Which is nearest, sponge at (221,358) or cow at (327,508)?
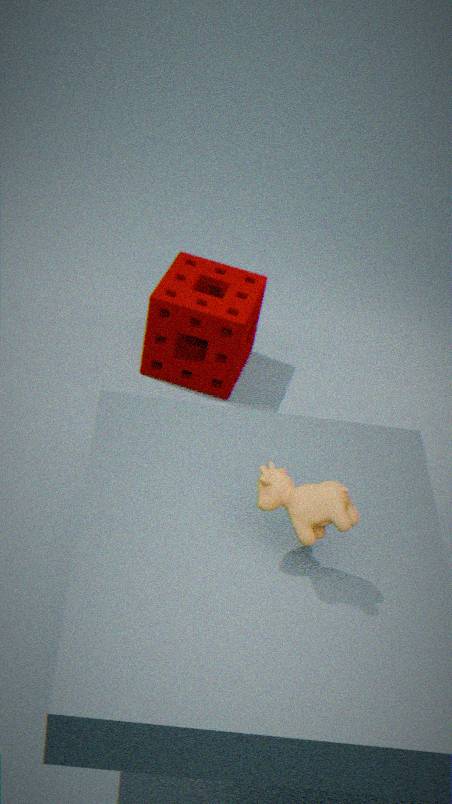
cow at (327,508)
